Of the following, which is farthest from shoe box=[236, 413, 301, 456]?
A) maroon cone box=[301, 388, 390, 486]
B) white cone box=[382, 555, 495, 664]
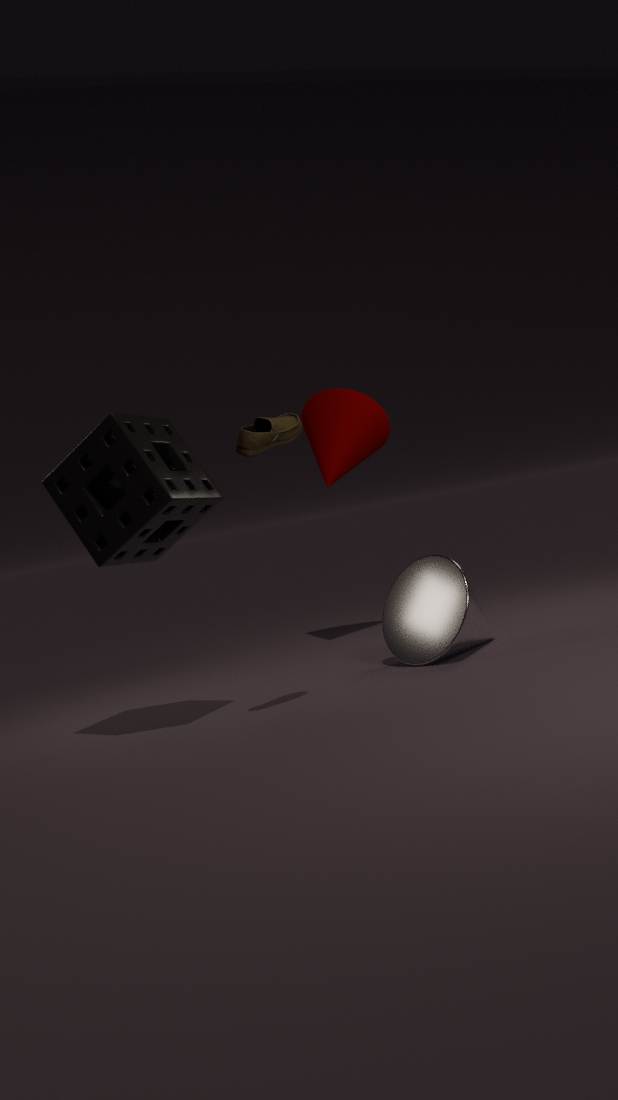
maroon cone box=[301, 388, 390, 486]
